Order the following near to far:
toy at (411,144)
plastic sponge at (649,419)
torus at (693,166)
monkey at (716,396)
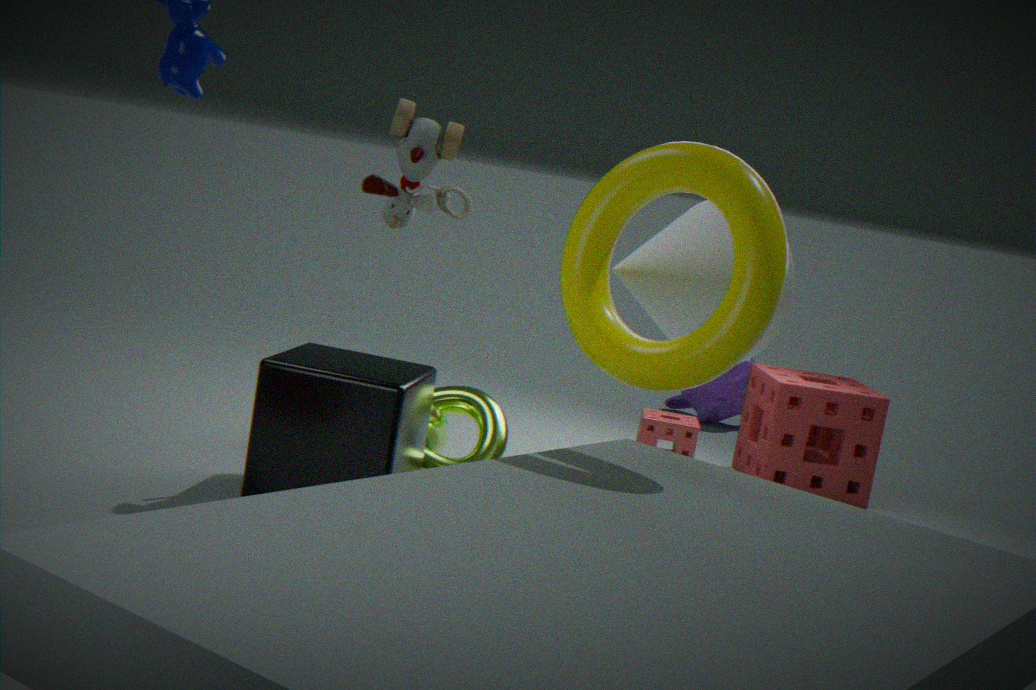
torus at (693,166) < toy at (411,144) < plastic sponge at (649,419) < monkey at (716,396)
